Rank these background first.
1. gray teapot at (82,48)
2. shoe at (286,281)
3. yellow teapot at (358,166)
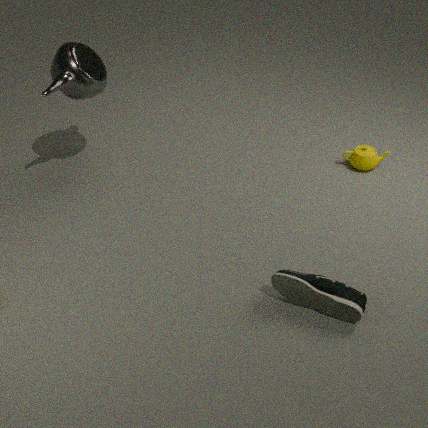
yellow teapot at (358,166)
gray teapot at (82,48)
shoe at (286,281)
